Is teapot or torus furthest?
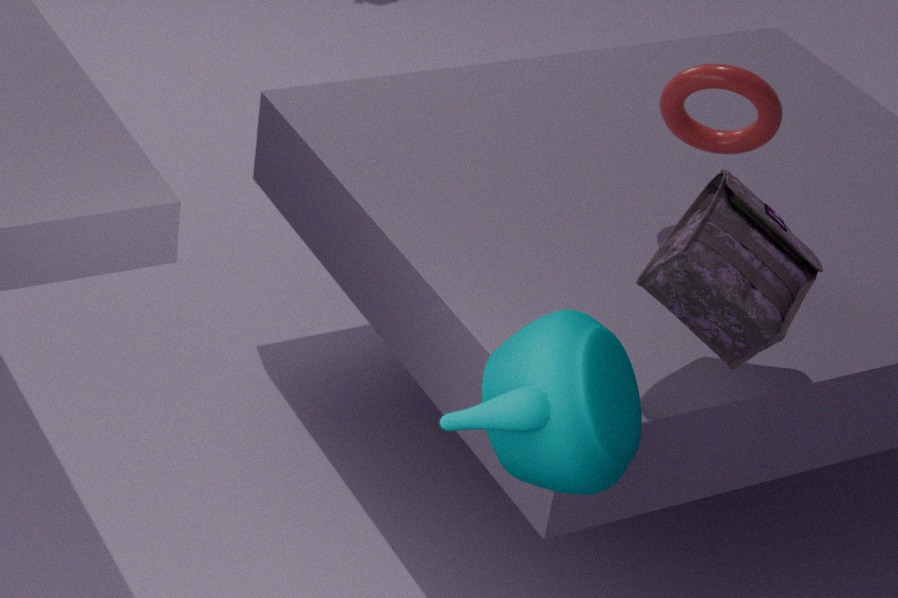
torus
